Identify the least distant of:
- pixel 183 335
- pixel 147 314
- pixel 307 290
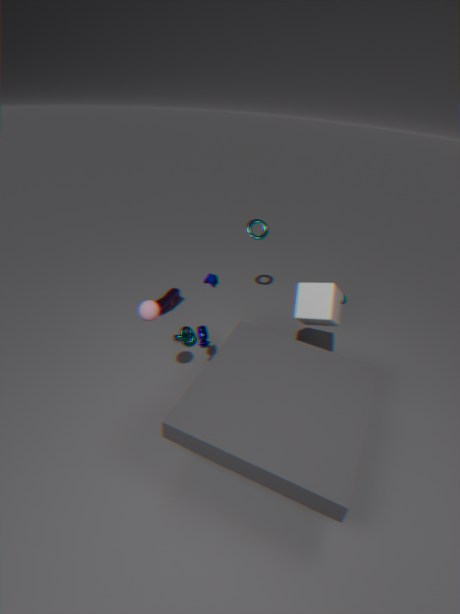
pixel 147 314
